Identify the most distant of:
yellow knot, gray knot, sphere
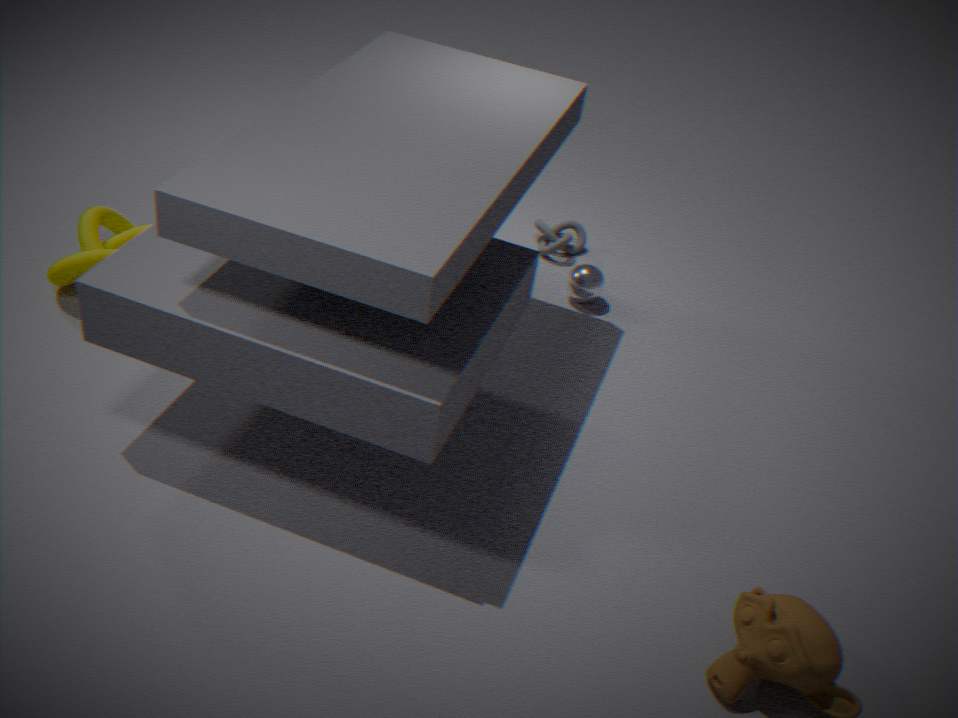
gray knot
